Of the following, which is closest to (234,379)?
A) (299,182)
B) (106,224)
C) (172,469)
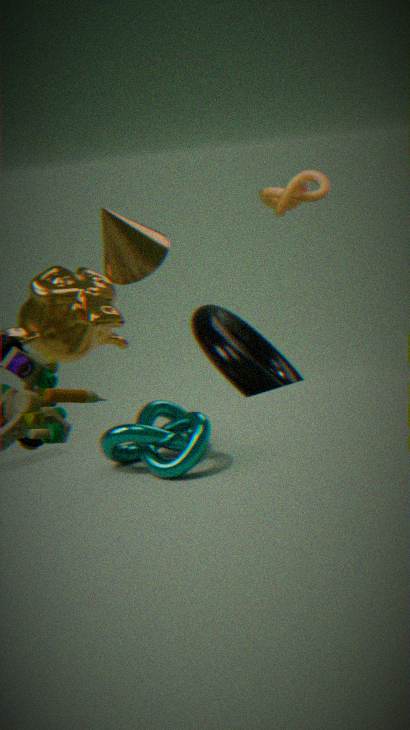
(106,224)
